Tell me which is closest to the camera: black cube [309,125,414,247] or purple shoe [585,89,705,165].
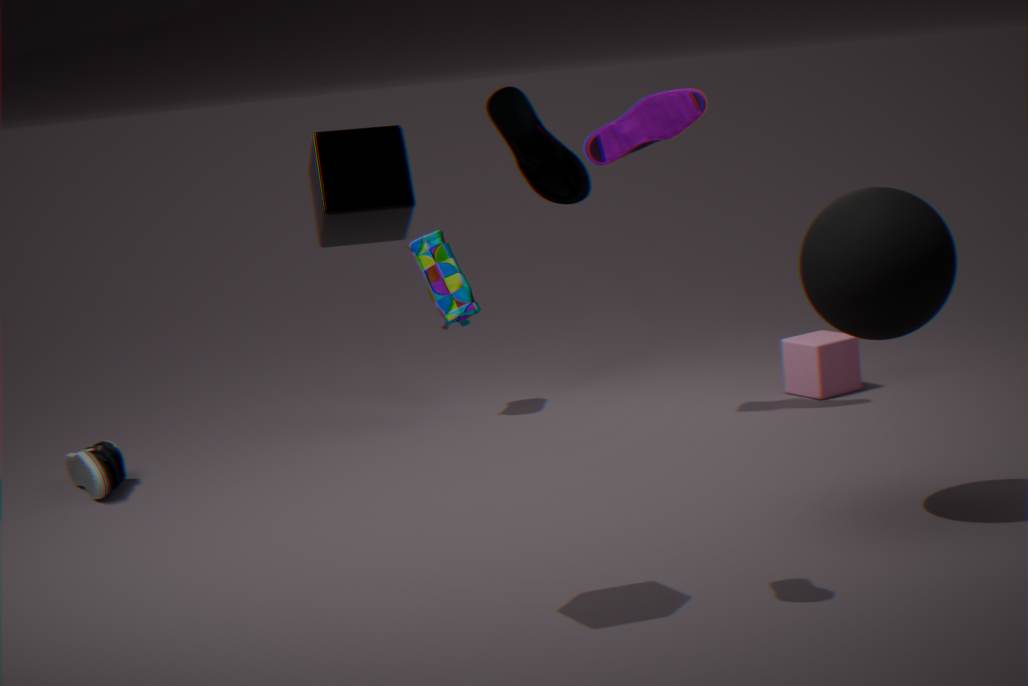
black cube [309,125,414,247]
